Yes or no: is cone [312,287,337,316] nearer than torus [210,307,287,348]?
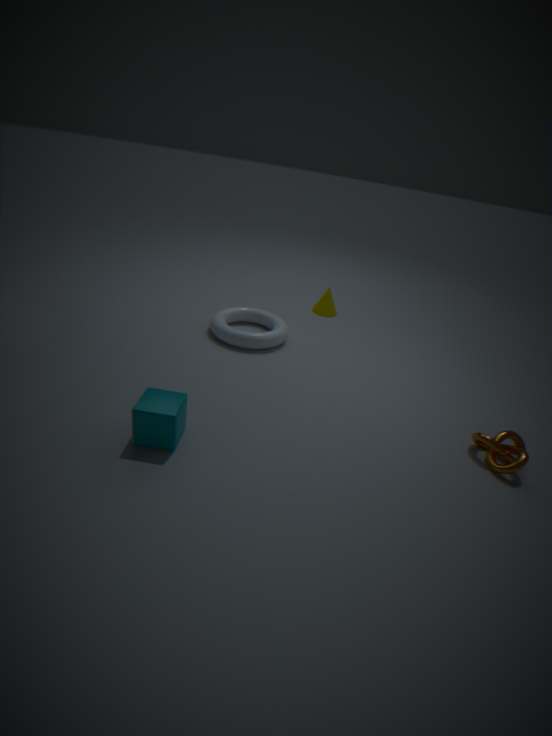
No
